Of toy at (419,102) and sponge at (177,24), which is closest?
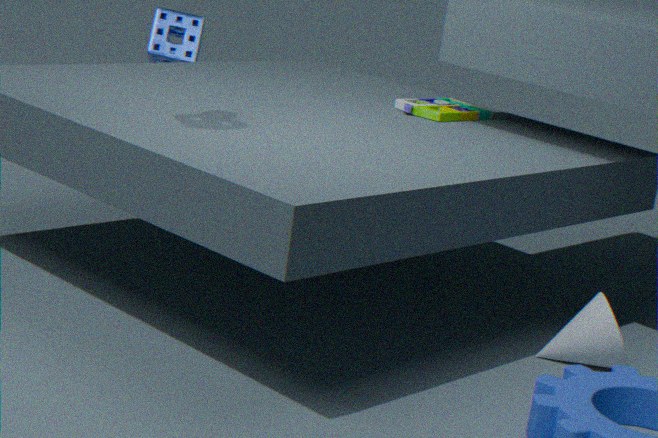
toy at (419,102)
